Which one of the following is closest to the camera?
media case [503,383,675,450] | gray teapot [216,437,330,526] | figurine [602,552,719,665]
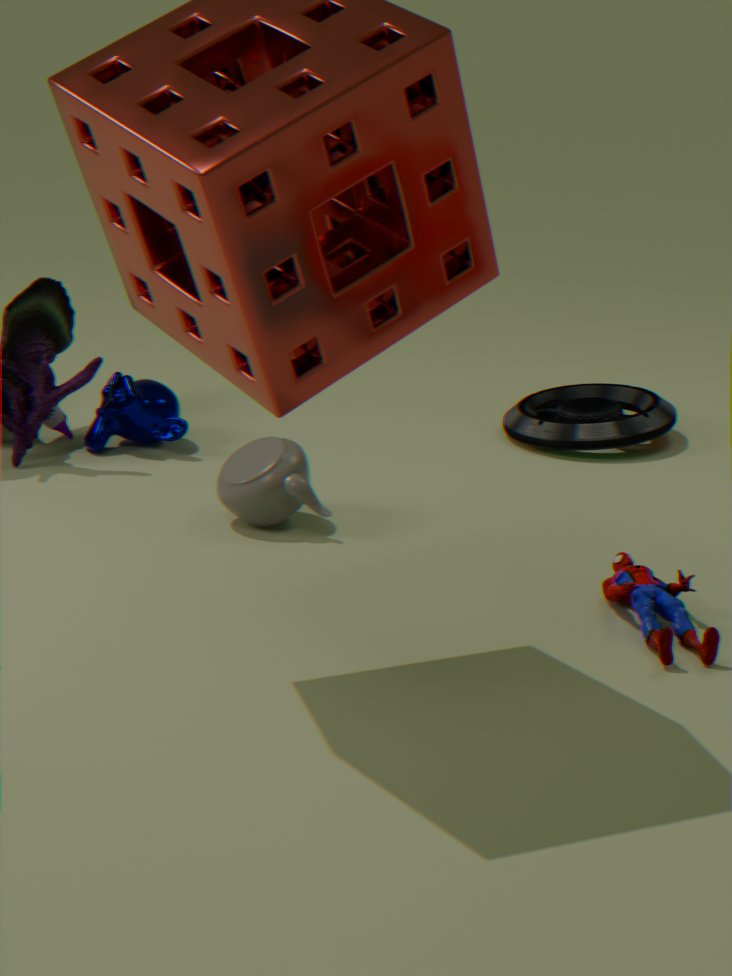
figurine [602,552,719,665]
